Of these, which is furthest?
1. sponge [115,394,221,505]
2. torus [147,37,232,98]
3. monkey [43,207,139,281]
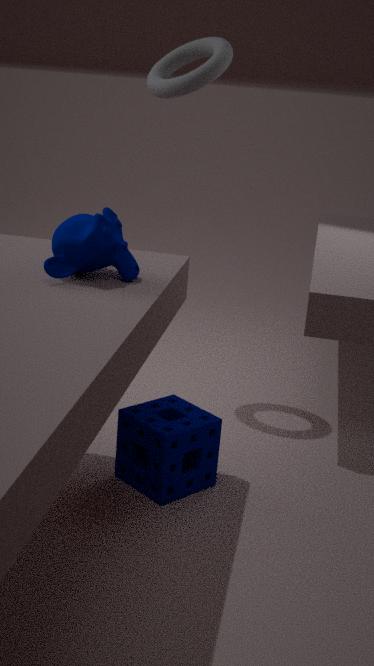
torus [147,37,232,98]
